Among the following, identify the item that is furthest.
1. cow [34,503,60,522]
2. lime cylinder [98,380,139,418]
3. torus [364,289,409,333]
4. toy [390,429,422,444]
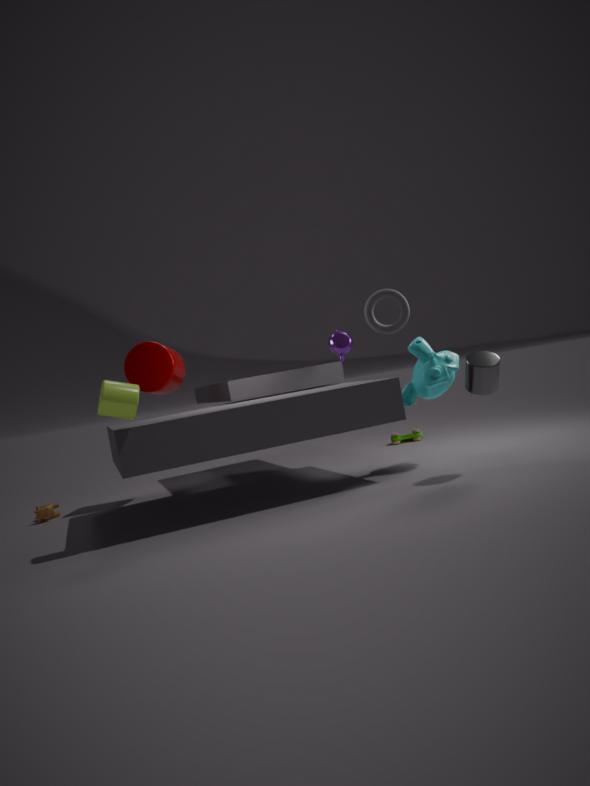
toy [390,429,422,444]
